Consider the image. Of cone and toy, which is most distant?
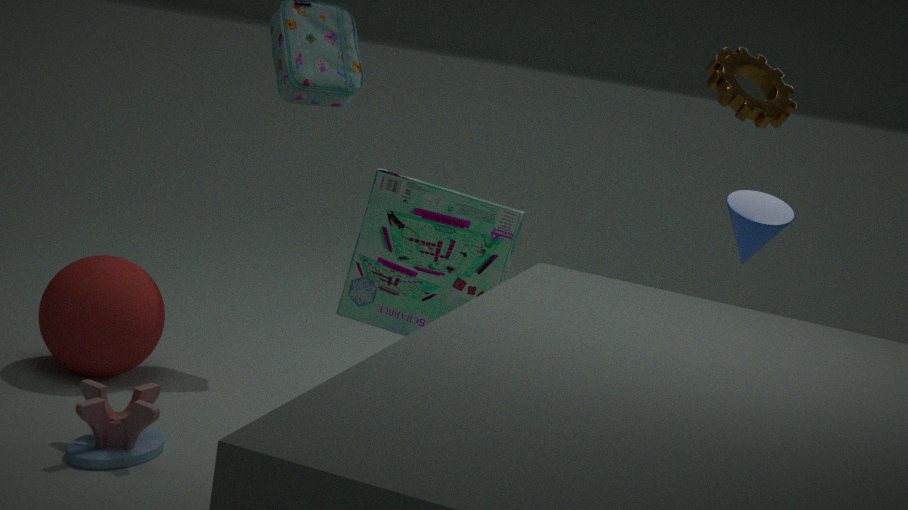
cone
